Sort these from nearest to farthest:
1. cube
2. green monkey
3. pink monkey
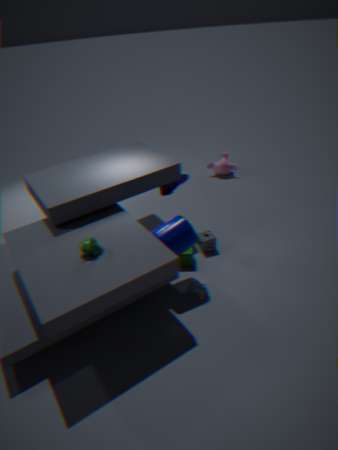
green monkey
cube
pink monkey
